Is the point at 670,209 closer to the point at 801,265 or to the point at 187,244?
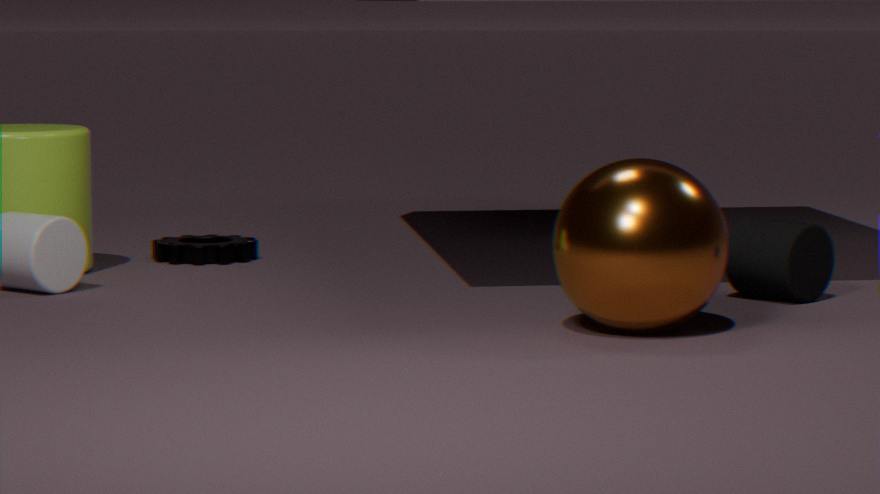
the point at 801,265
